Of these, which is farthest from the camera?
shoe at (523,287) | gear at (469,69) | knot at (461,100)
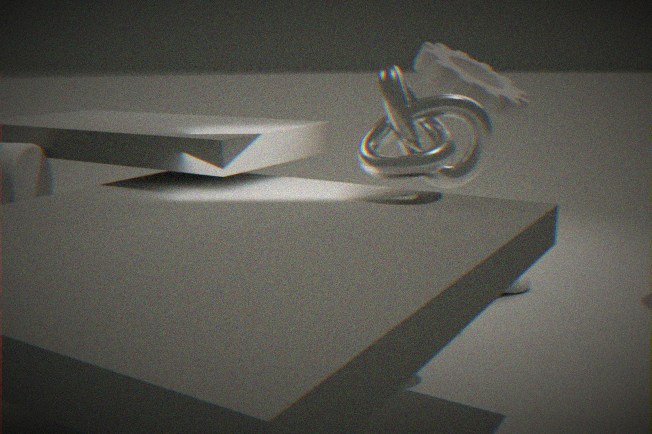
shoe at (523,287)
